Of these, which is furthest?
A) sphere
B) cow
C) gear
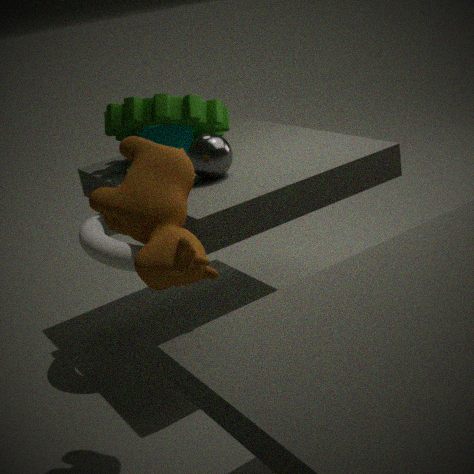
gear
